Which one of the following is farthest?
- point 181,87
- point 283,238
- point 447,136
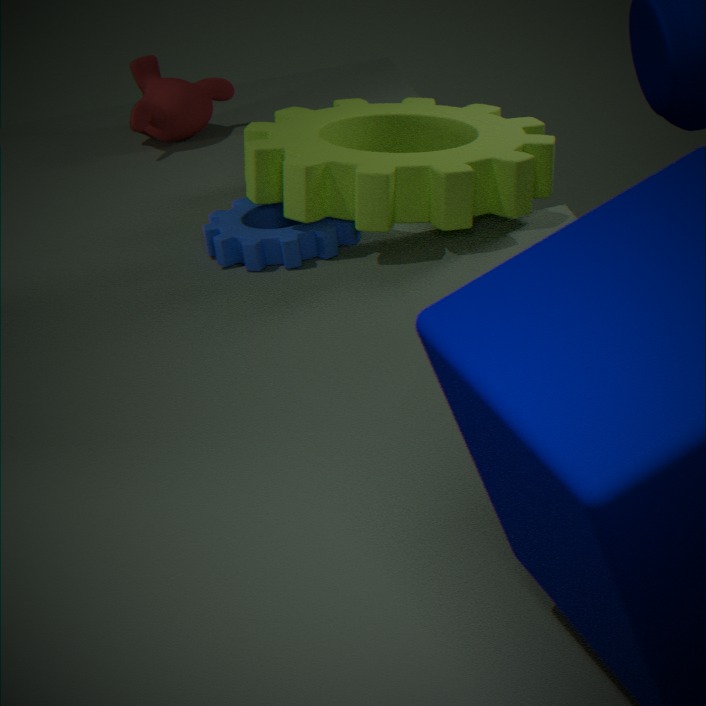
point 181,87
